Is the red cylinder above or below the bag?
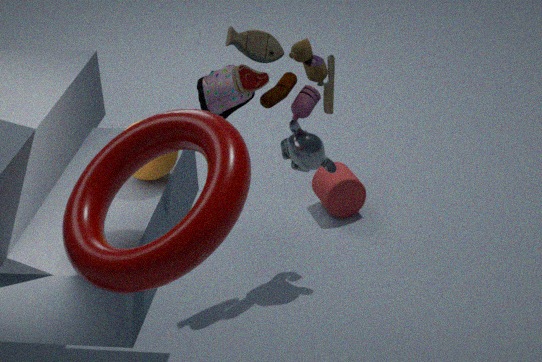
below
